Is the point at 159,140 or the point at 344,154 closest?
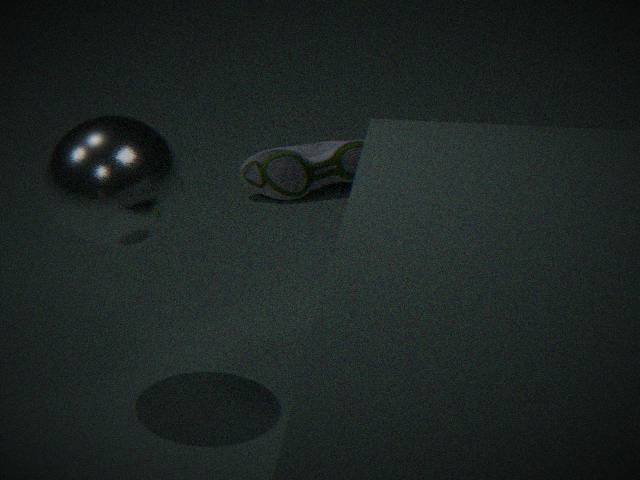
the point at 159,140
